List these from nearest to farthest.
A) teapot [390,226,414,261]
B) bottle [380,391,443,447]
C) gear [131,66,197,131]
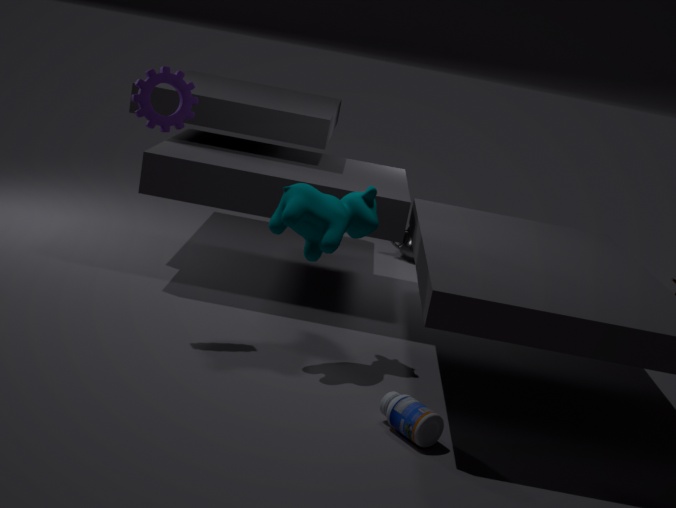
bottle [380,391,443,447] < gear [131,66,197,131] < teapot [390,226,414,261]
